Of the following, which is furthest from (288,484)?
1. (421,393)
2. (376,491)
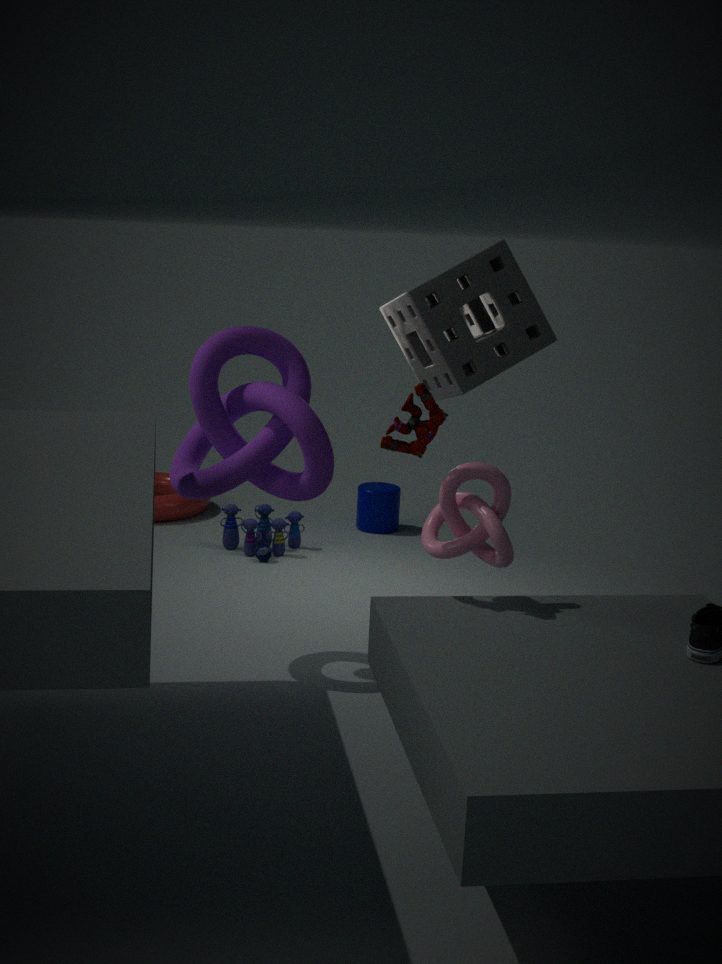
(376,491)
